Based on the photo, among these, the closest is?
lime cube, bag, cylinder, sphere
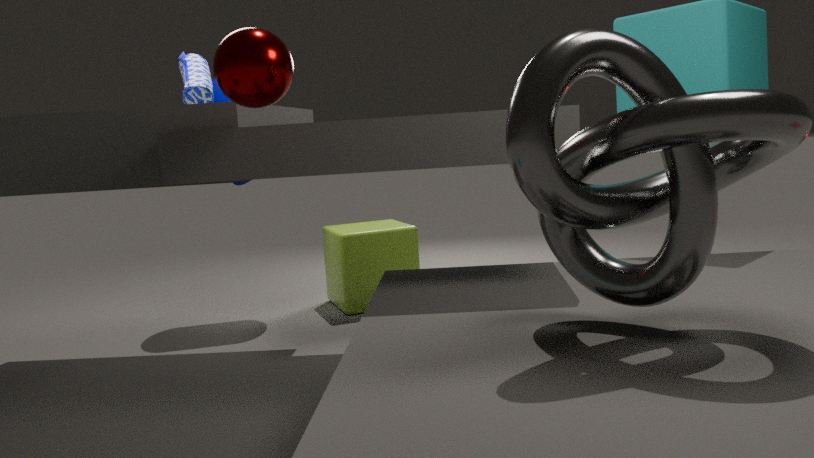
sphere
